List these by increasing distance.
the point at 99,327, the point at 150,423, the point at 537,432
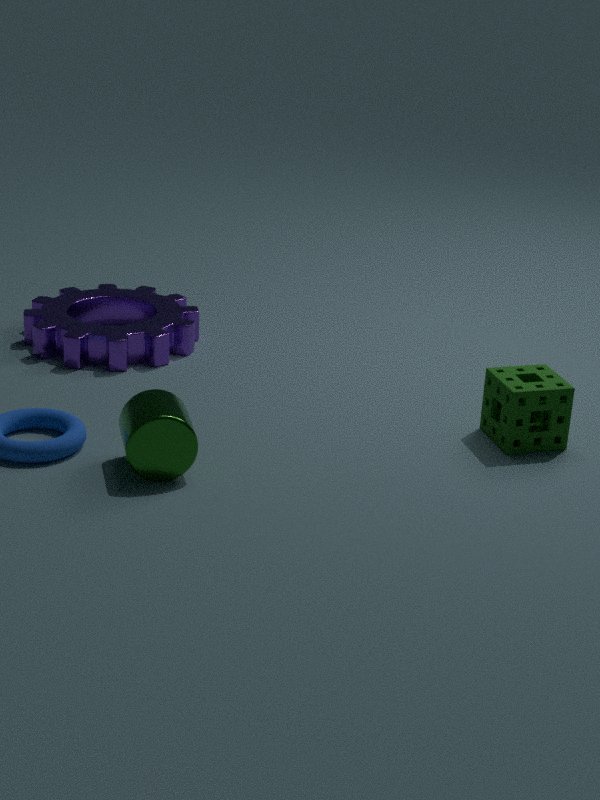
the point at 150,423 → the point at 537,432 → the point at 99,327
